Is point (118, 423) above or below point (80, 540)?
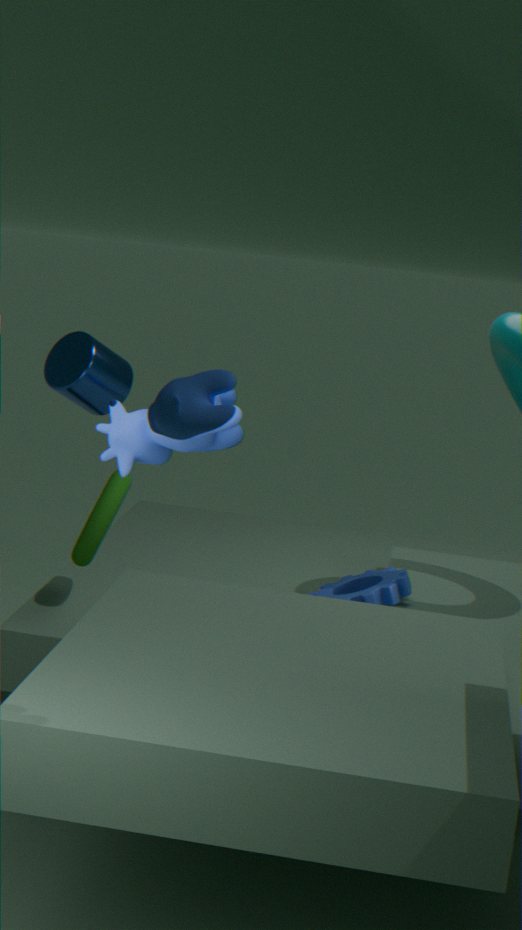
above
